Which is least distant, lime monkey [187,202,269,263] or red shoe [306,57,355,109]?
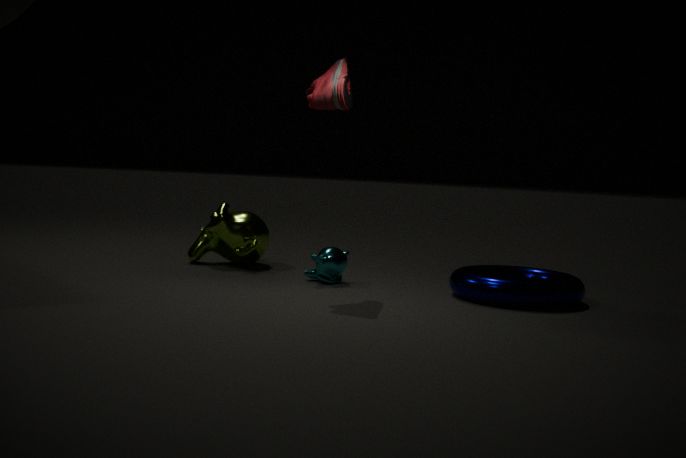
red shoe [306,57,355,109]
